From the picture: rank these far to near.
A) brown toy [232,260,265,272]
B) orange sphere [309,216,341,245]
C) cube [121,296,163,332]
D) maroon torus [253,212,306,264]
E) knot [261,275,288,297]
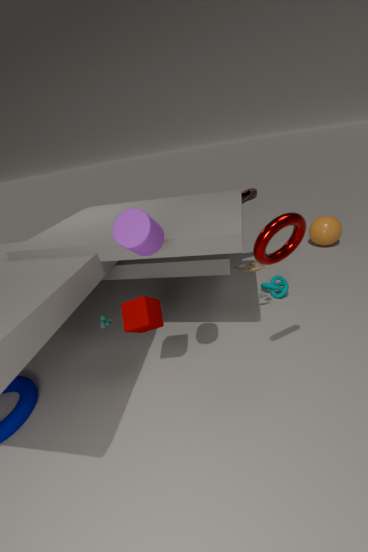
orange sphere [309,216,341,245] → knot [261,275,288,297] → brown toy [232,260,265,272] → cube [121,296,163,332] → maroon torus [253,212,306,264]
